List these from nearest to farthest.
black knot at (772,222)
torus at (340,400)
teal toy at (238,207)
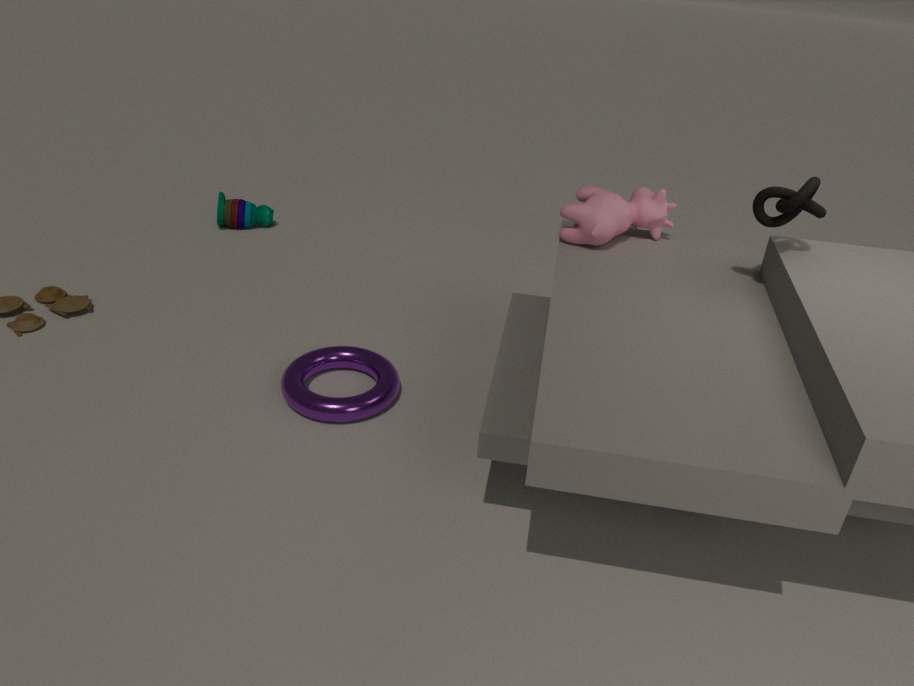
black knot at (772,222)
torus at (340,400)
teal toy at (238,207)
